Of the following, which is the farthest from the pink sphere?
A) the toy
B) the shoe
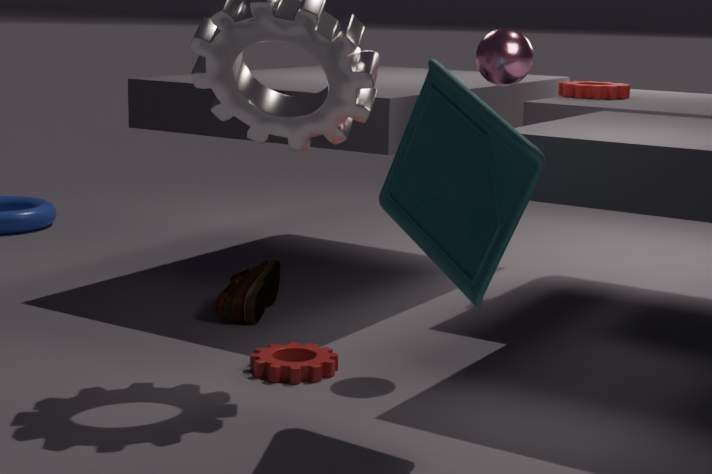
the shoe
